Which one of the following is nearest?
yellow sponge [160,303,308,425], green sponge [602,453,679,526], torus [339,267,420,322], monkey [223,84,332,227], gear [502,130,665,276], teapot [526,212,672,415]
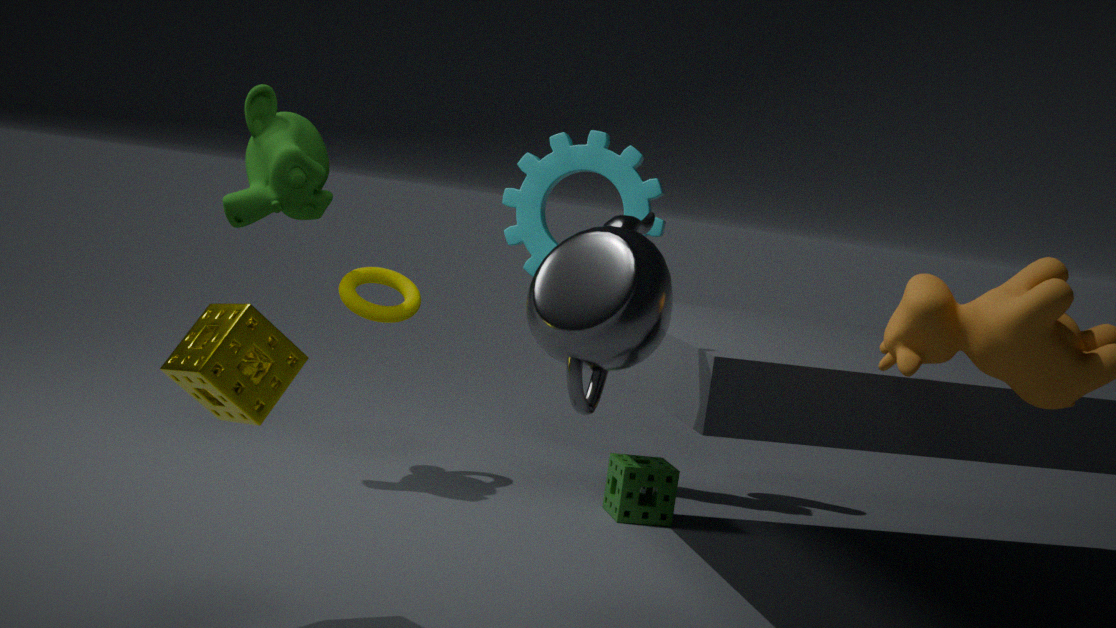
yellow sponge [160,303,308,425]
